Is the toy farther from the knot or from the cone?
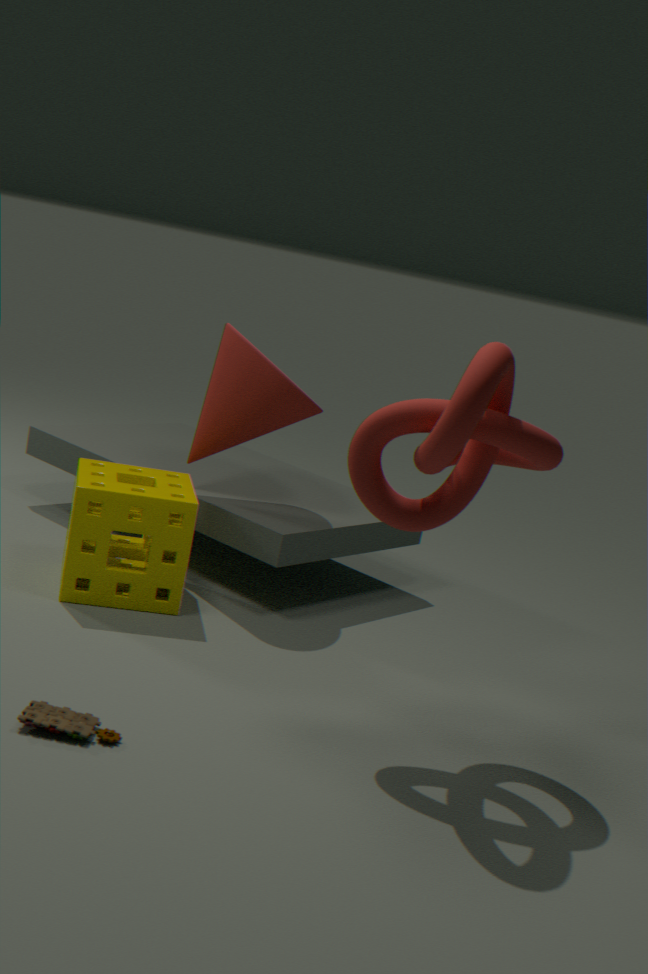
the cone
